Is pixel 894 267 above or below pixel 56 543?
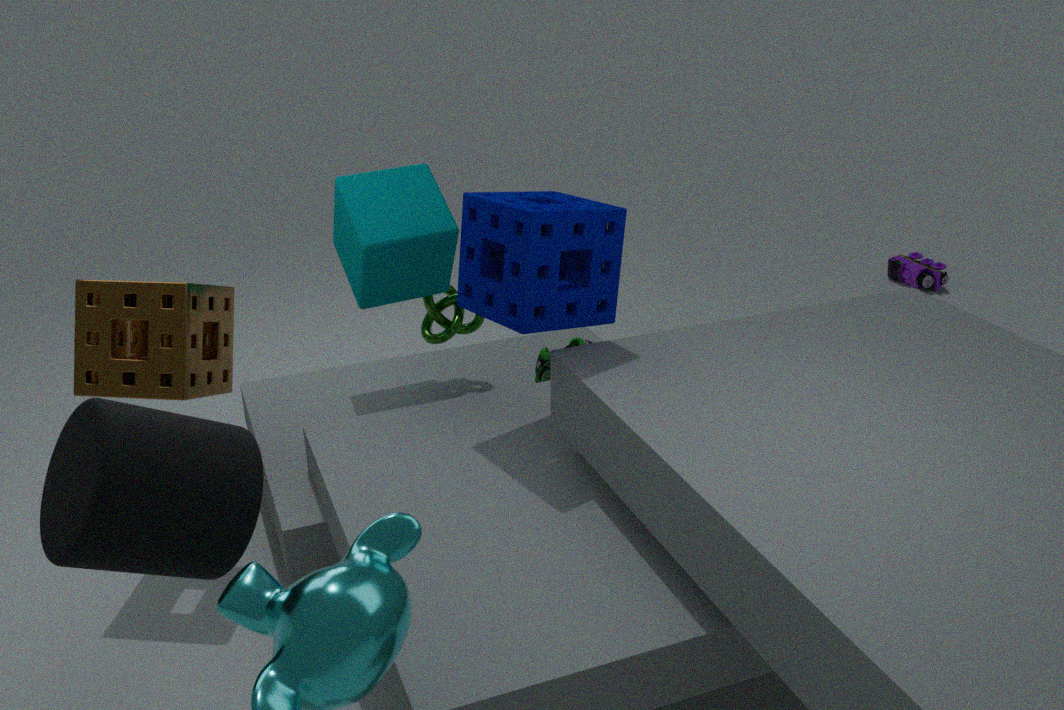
below
